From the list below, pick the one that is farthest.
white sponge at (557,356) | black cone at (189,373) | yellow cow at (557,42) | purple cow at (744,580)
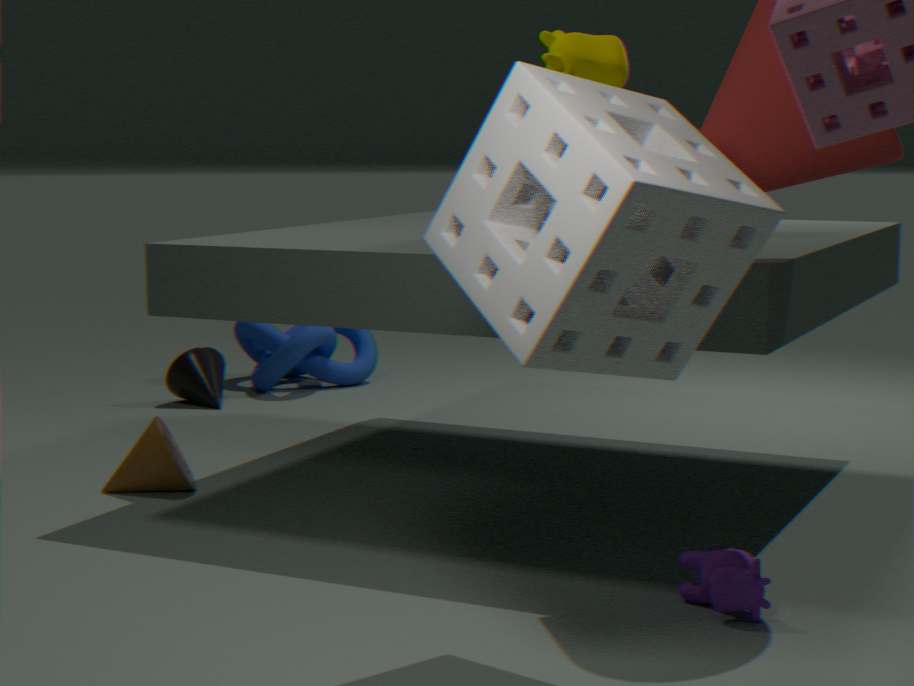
black cone at (189,373)
